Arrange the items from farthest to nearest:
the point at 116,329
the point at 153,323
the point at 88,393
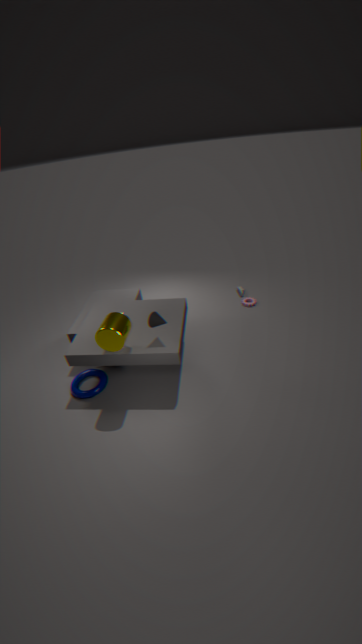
the point at 88,393
the point at 153,323
the point at 116,329
